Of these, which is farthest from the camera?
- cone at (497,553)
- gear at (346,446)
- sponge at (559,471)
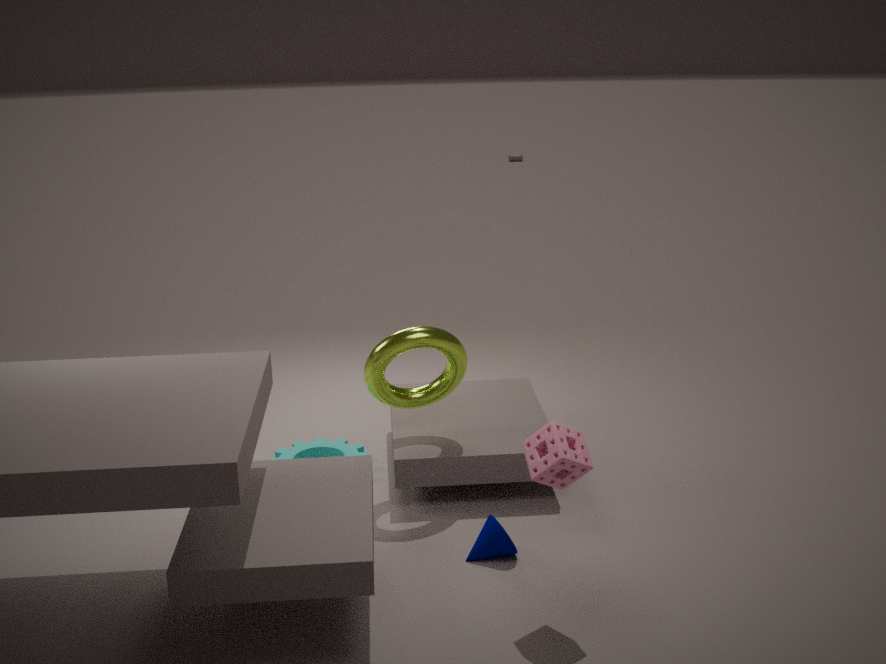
gear at (346,446)
